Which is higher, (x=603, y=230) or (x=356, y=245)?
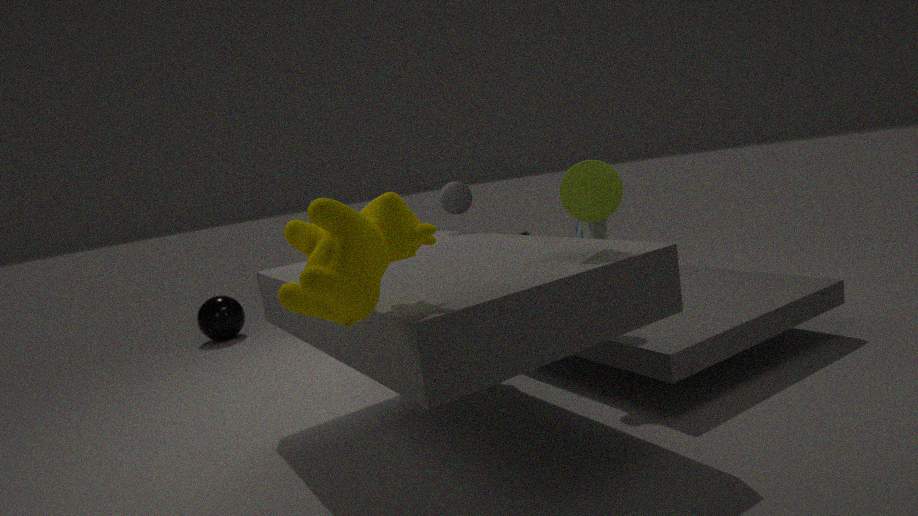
(x=356, y=245)
